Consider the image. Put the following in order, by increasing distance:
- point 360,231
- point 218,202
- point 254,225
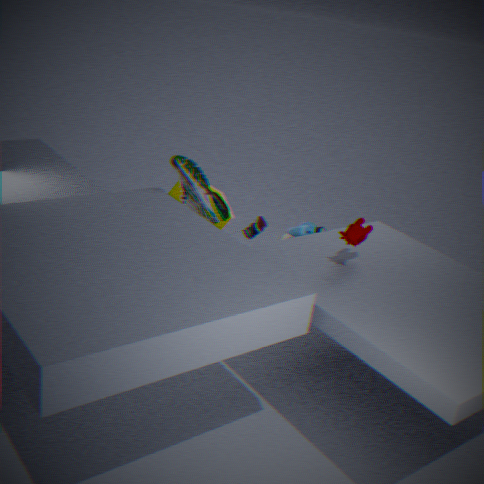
point 360,231 → point 218,202 → point 254,225
